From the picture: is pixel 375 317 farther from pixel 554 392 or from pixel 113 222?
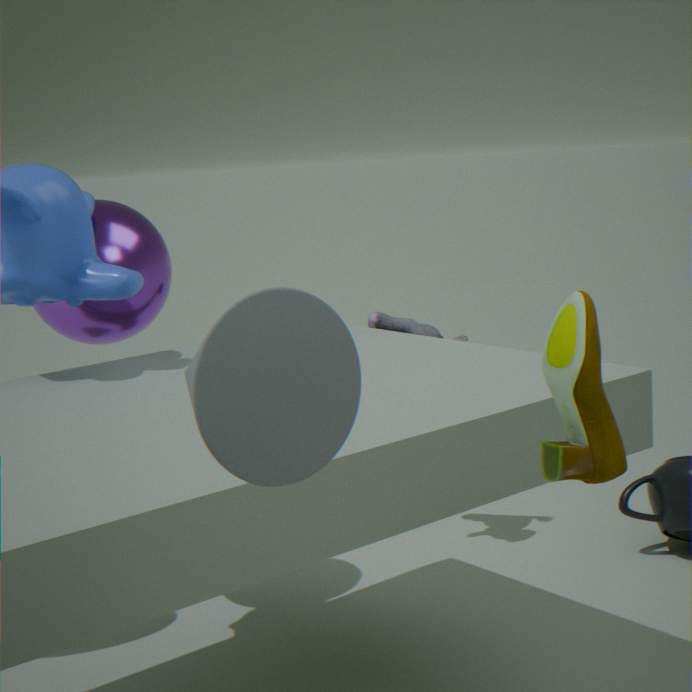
pixel 554 392
